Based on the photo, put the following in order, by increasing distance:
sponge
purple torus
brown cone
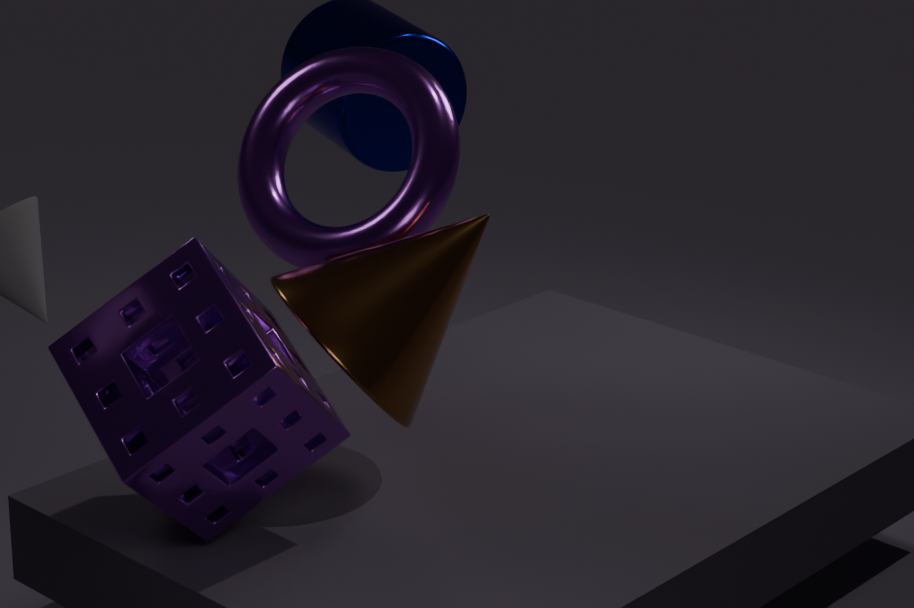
sponge < brown cone < purple torus
